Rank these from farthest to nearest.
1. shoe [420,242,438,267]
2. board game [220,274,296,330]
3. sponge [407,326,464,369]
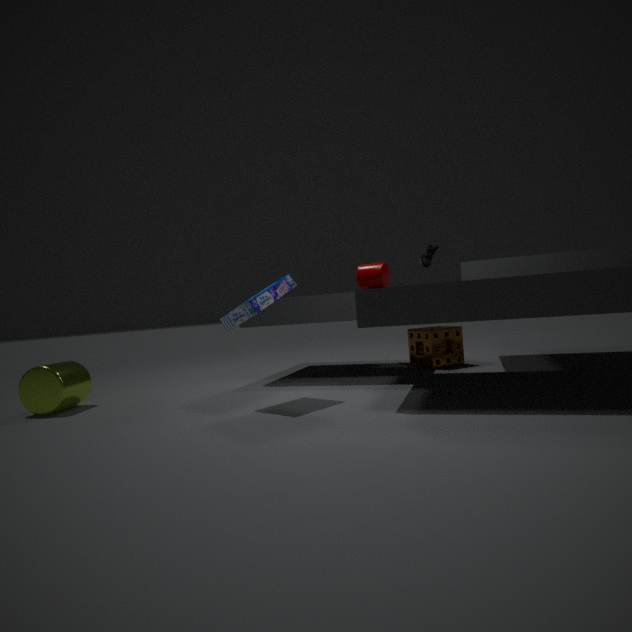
sponge [407,326,464,369]
shoe [420,242,438,267]
board game [220,274,296,330]
